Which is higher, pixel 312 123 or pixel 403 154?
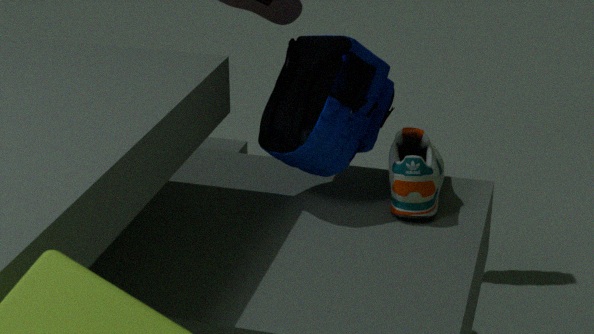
pixel 312 123
